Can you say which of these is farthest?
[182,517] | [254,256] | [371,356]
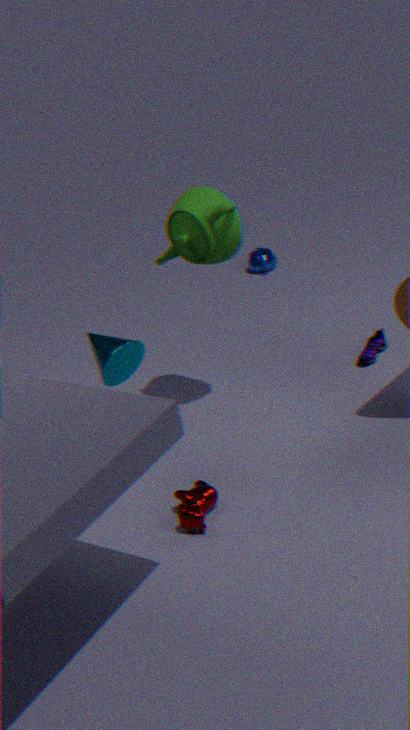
[254,256]
